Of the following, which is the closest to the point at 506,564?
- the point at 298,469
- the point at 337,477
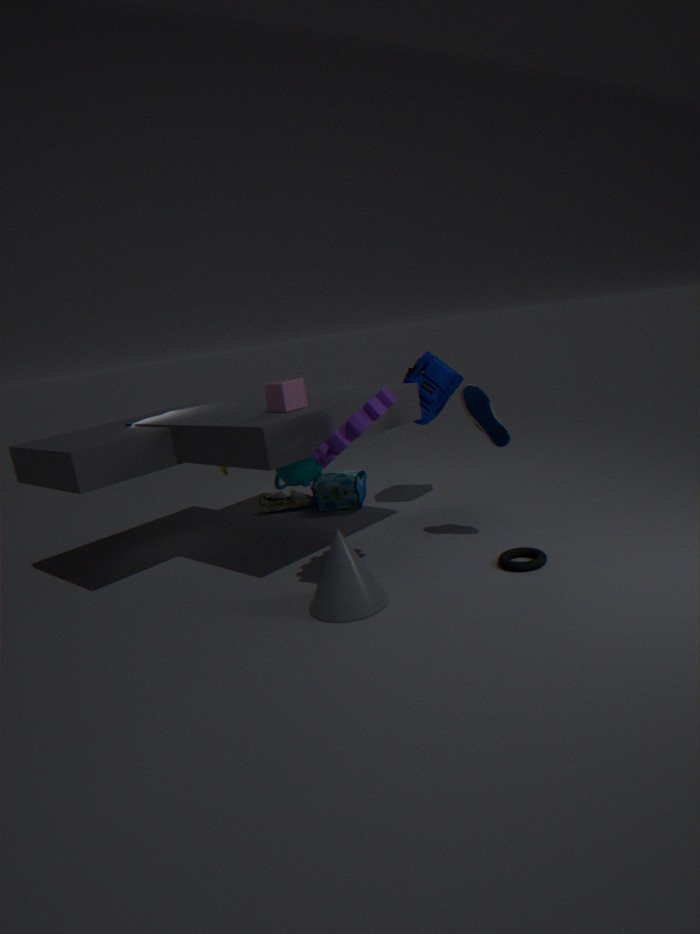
the point at 298,469
